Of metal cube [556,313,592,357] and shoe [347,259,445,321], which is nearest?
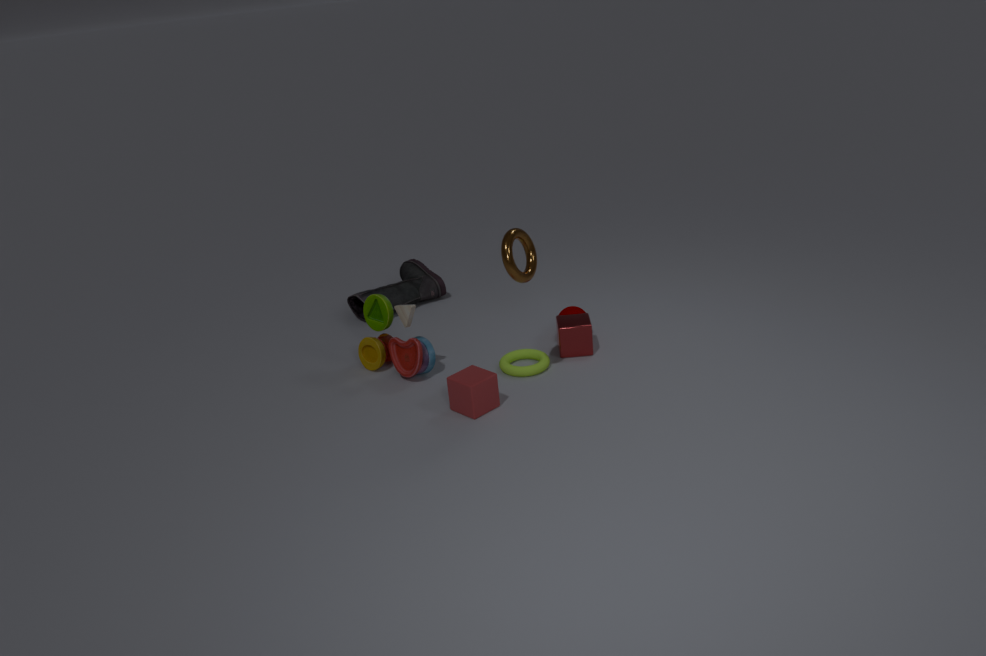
metal cube [556,313,592,357]
